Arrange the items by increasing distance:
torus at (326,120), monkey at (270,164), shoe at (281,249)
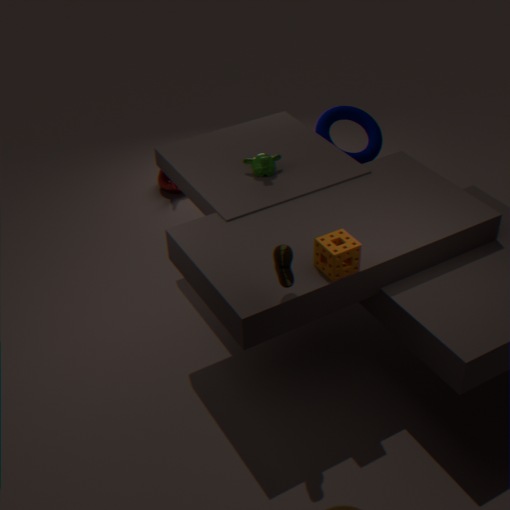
1. shoe at (281,249)
2. monkey at (270,164)
3. torus at (326,120)
